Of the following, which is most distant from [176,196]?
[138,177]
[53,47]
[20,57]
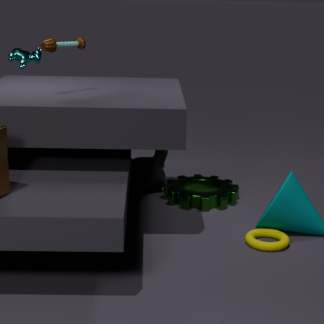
[20,57]
